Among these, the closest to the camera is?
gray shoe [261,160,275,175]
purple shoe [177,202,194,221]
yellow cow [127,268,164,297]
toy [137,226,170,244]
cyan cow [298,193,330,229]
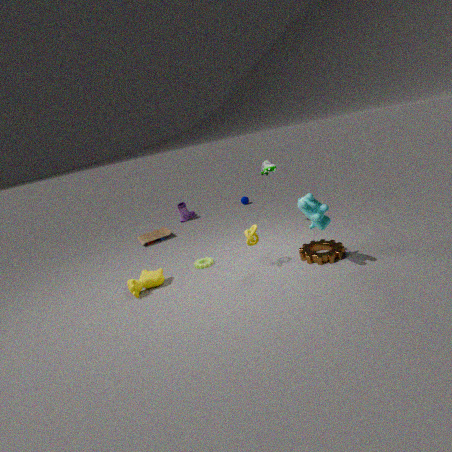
cyan cow [298,193,330,229]
